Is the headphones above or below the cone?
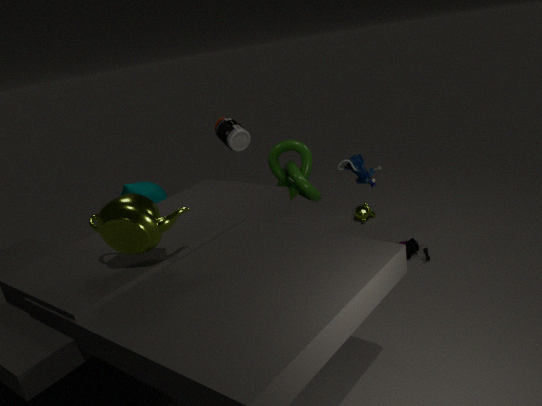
below
